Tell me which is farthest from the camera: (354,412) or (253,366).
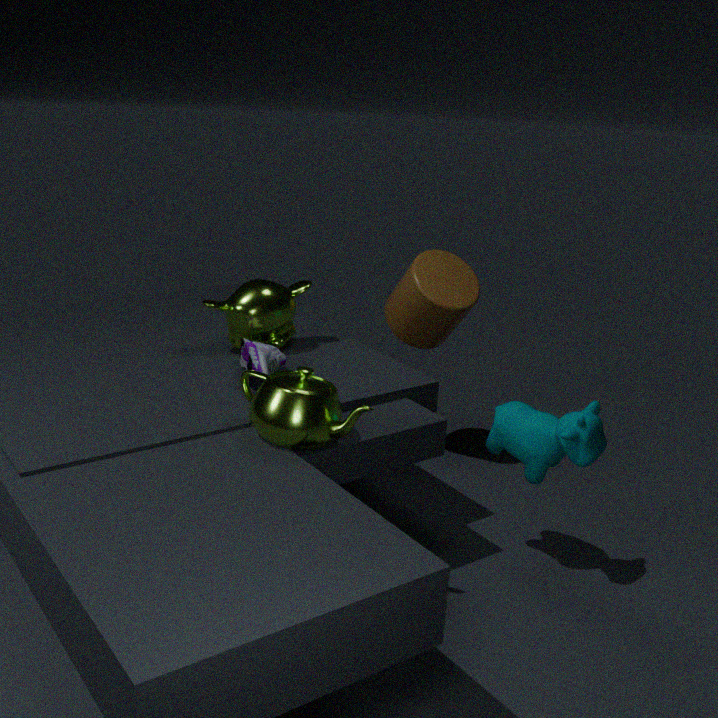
(253,366)
